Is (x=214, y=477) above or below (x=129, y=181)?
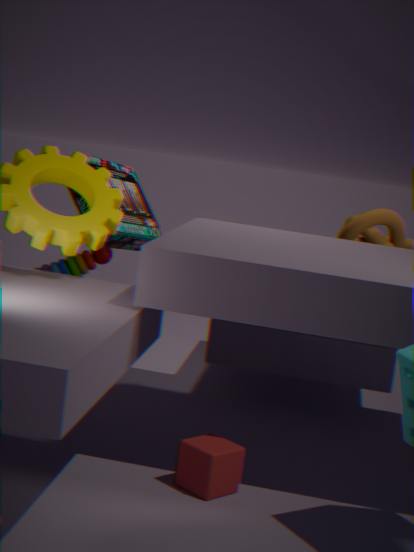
below
